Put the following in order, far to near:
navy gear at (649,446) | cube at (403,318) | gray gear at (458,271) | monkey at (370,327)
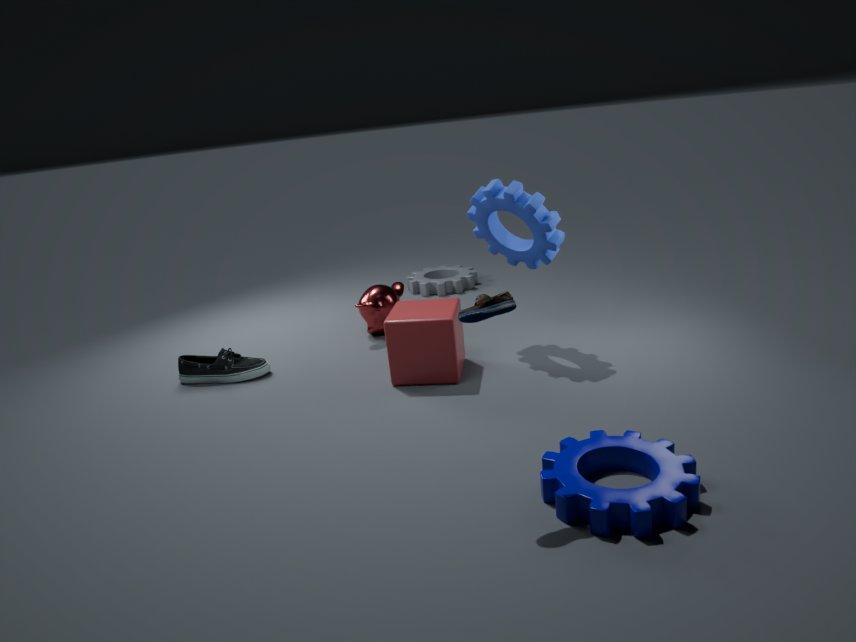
gray gear at (458,271) → monkey at (370,327) → cube at (403,318) → navy gear at (649,446)
